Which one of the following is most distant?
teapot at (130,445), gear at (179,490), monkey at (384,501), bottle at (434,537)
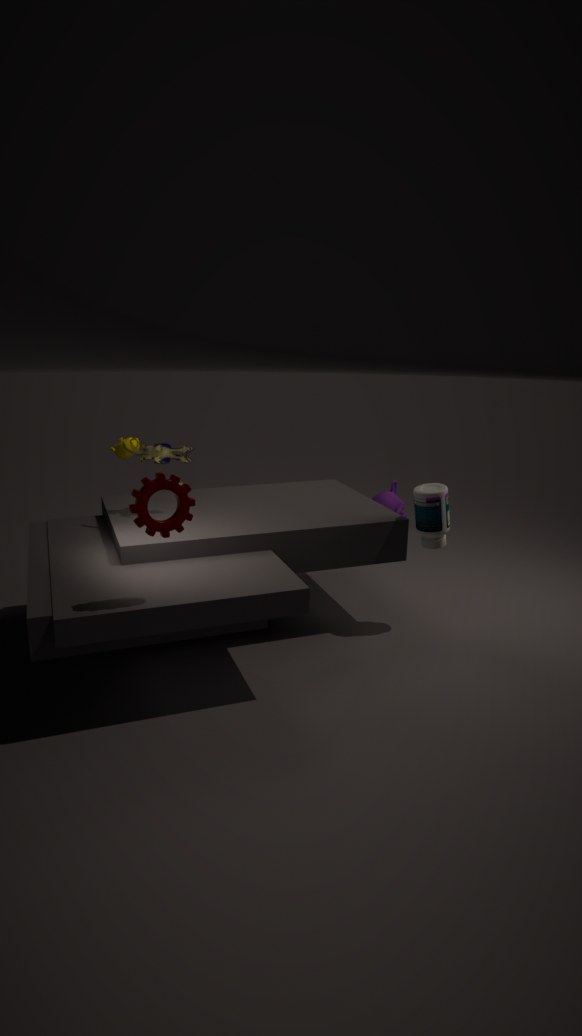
monkey at (384,501)
